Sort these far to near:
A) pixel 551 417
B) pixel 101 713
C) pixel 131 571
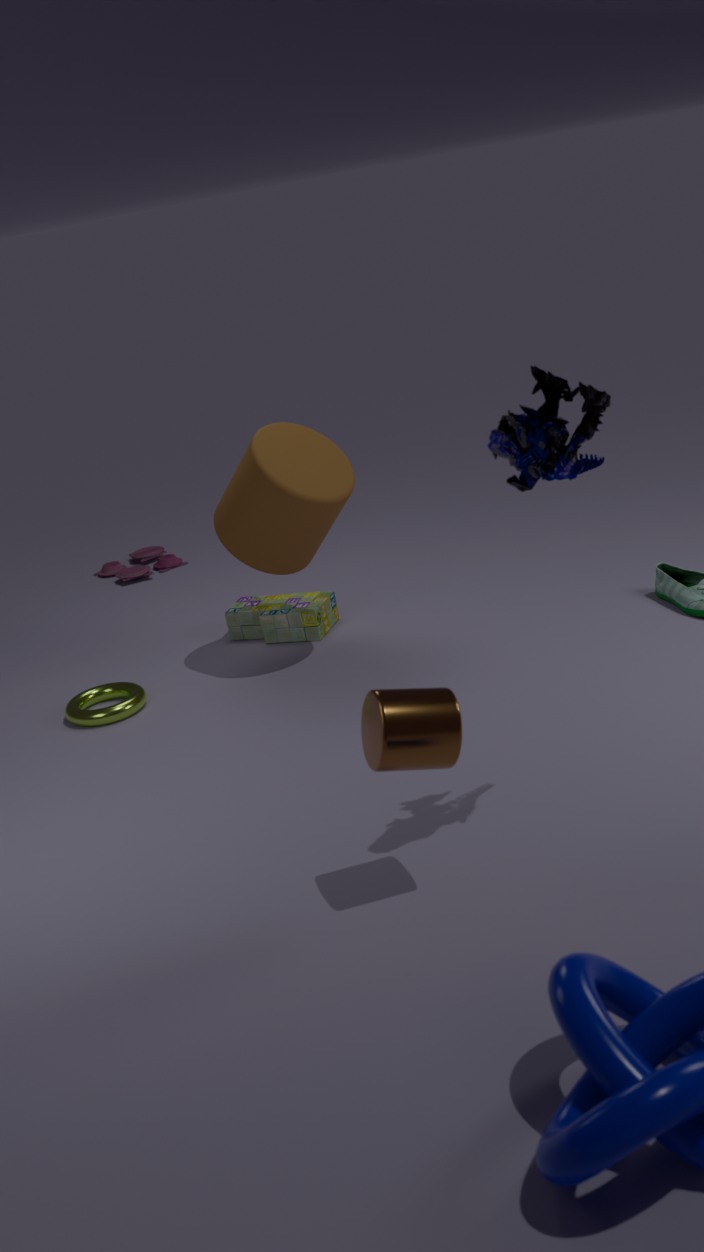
C. pixel 131 571
B. pixel 101 713
A. pixel 551 417
